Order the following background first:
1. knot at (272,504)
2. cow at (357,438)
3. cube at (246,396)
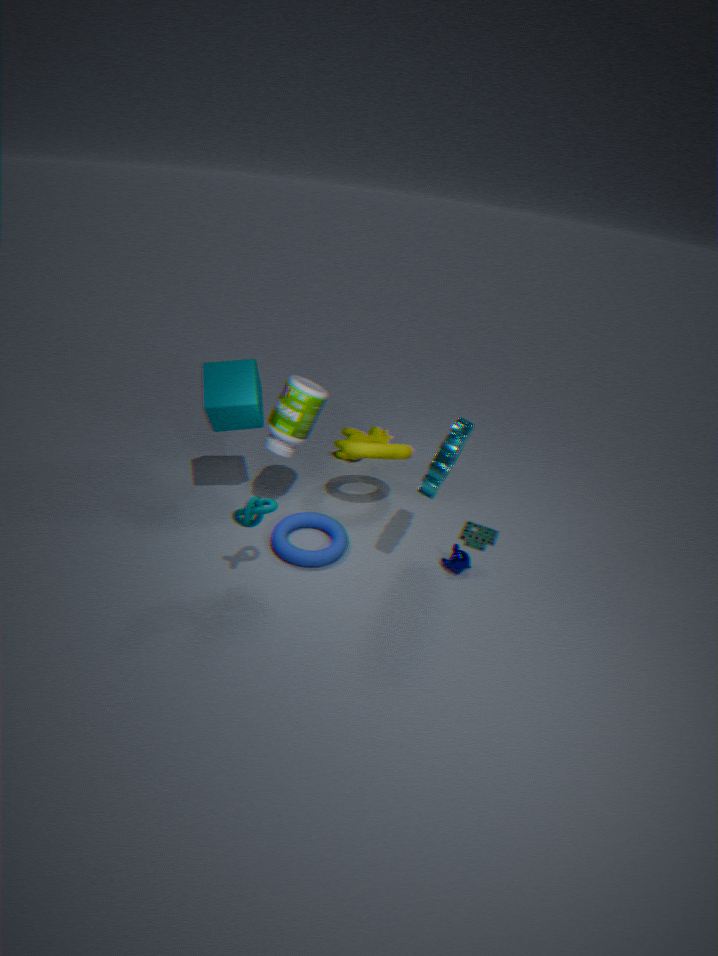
1. cow at (357,438)
2. cube at (246,396)
3. knot at (272,504)
